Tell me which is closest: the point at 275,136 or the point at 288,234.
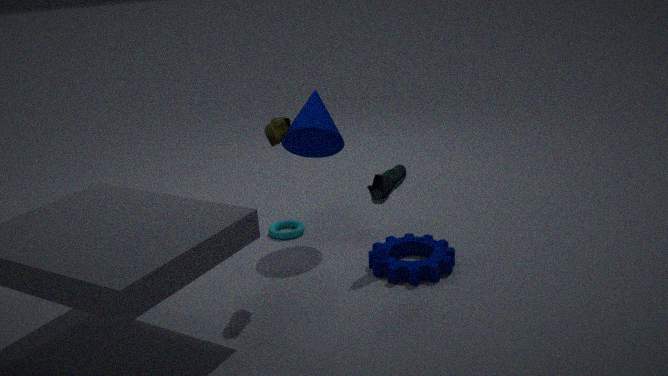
the point at 275,136
